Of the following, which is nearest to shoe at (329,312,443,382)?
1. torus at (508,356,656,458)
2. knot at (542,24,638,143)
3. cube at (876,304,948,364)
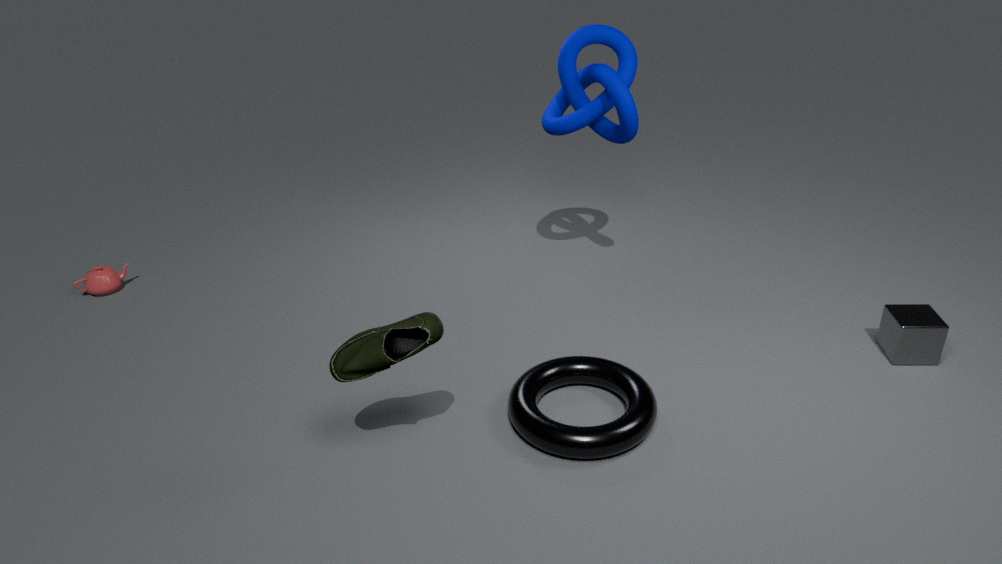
torus at (508,356,656,458)
